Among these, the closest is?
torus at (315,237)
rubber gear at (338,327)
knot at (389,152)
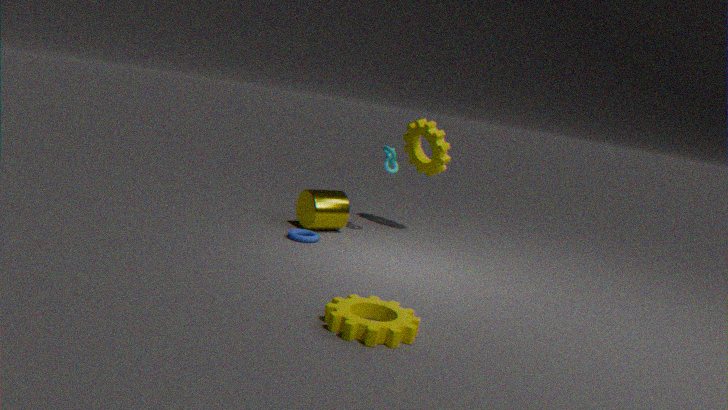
rubber gear at (338,327)
